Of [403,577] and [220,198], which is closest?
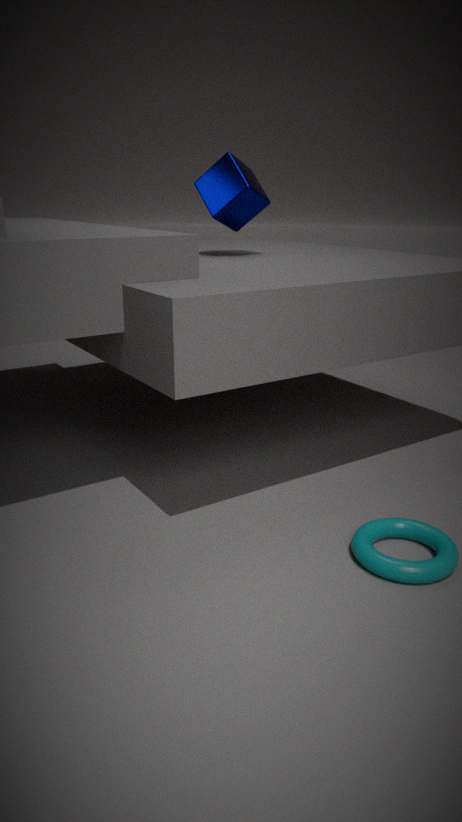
[403,577]
